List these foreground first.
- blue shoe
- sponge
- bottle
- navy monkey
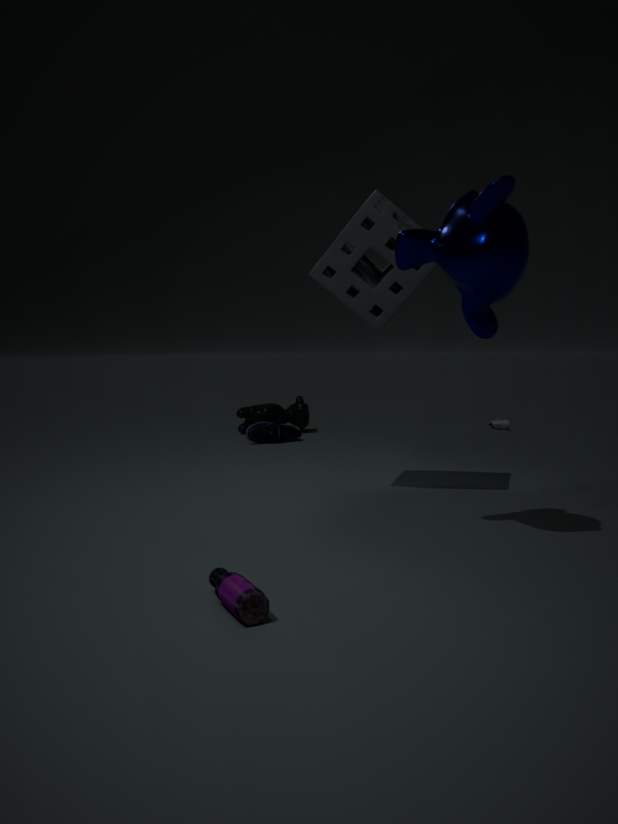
bottle
navy monkey
sponge
blue shoe
